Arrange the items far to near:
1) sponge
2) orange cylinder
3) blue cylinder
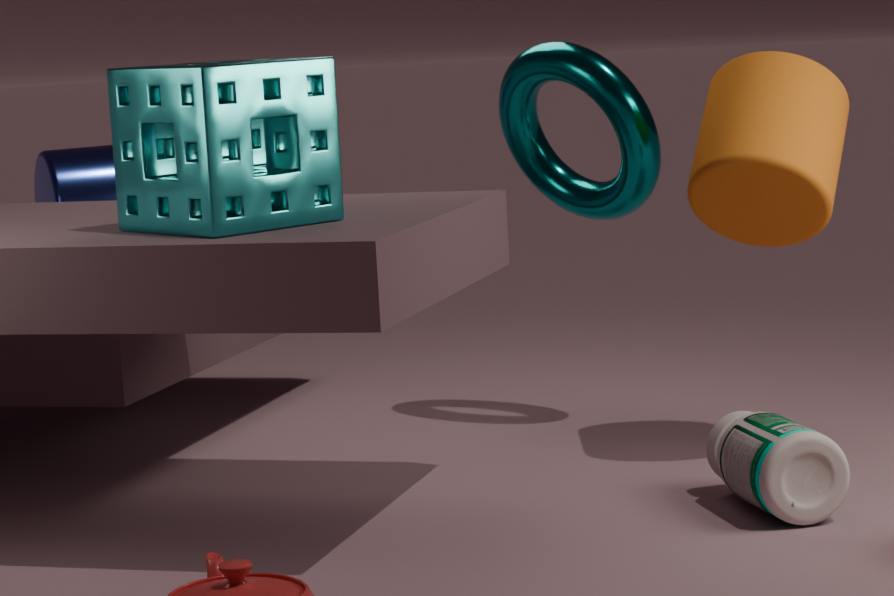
3. blue cylinder, 2. orange cylinder, 1. sponge
